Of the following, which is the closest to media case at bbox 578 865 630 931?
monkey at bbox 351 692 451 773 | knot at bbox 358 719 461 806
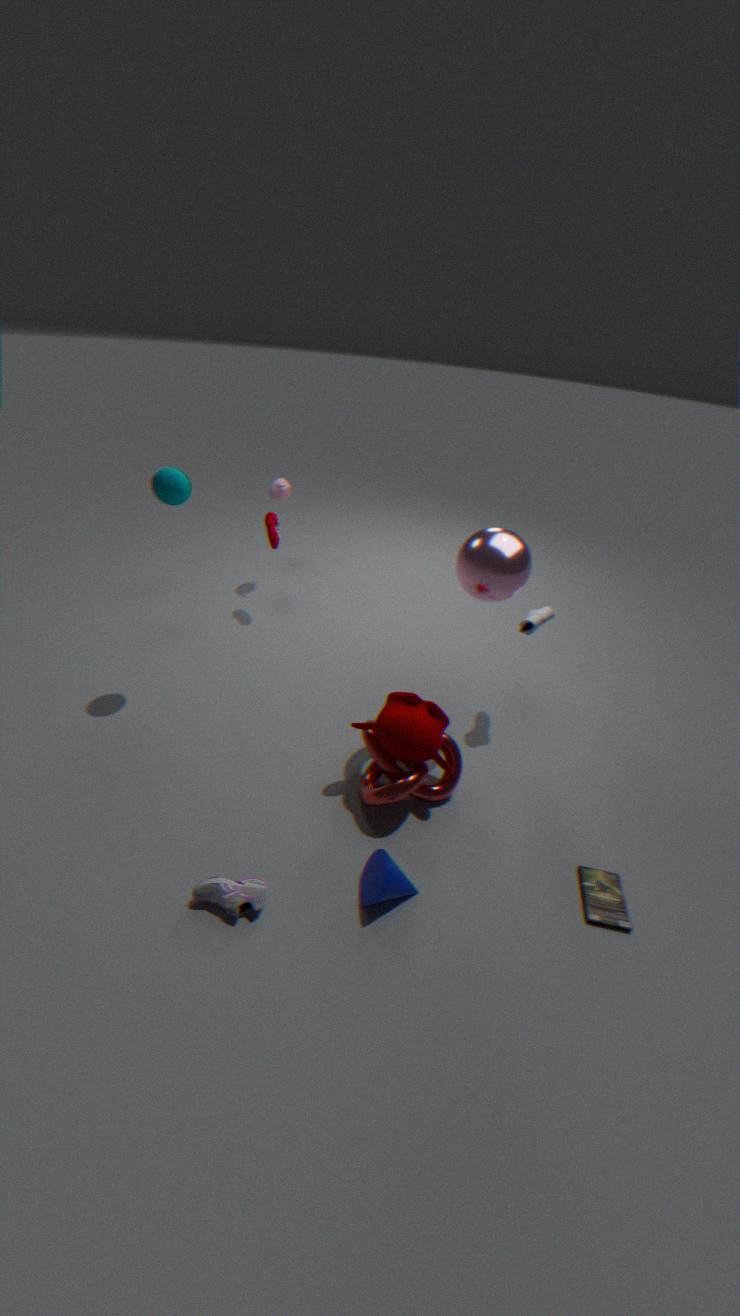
knot at bbox 358 719 461 806
